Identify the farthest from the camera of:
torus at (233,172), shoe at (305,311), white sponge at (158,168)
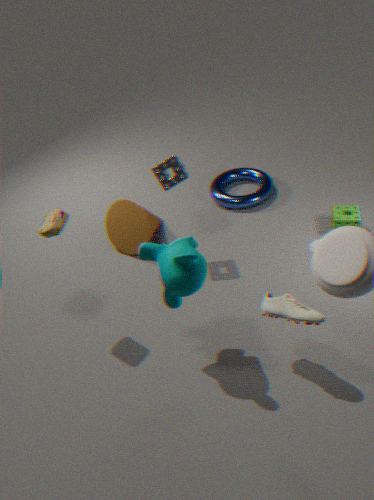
torus at (233,172)
